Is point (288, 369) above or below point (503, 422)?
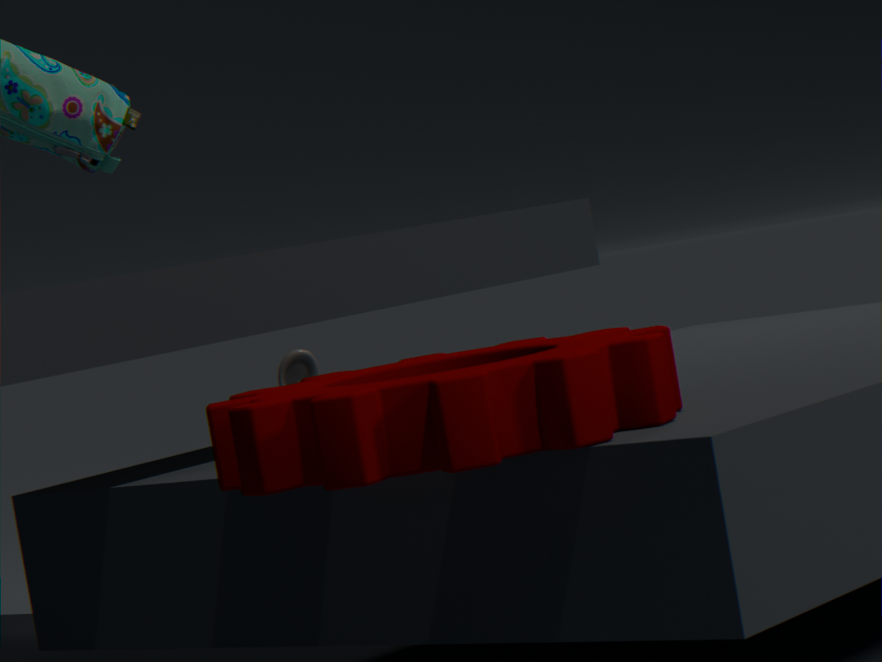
below
